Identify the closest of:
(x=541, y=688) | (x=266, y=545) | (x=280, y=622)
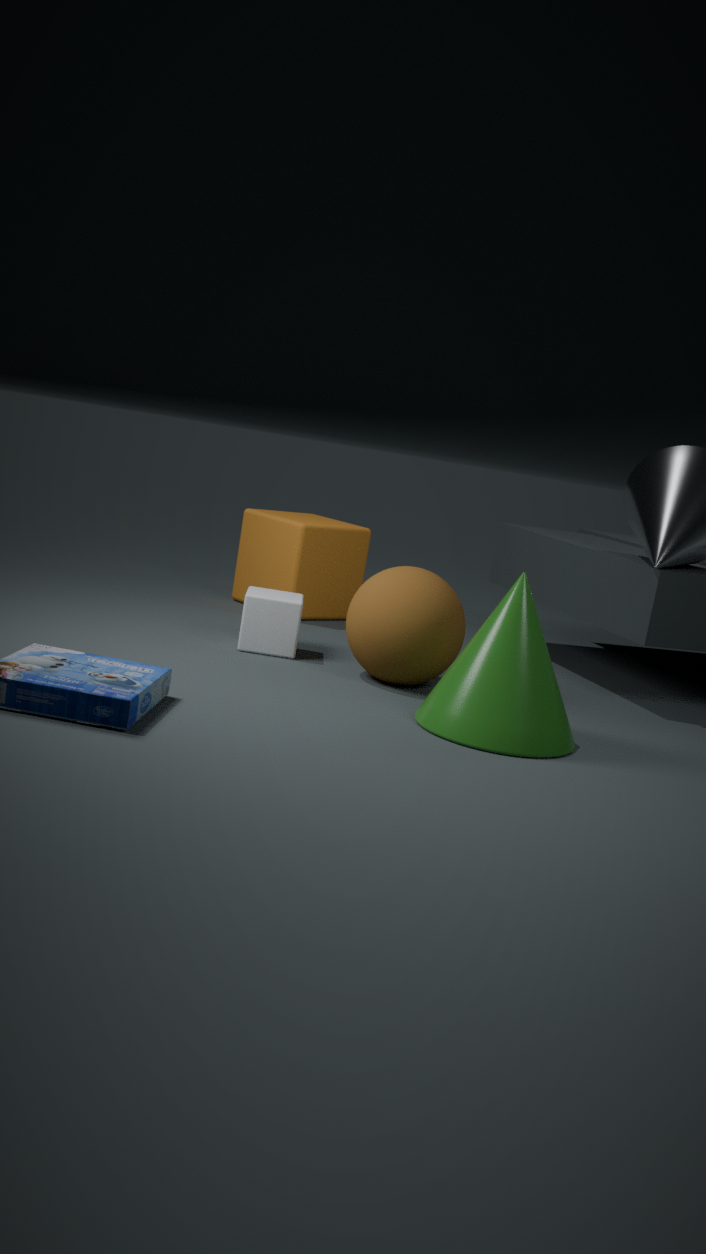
(x=541, y=688)
